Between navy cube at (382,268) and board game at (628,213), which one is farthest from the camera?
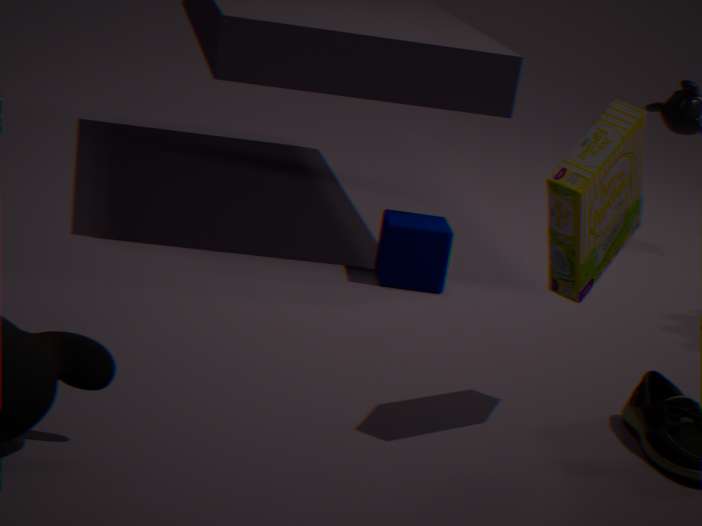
navy cube at (382,268)
